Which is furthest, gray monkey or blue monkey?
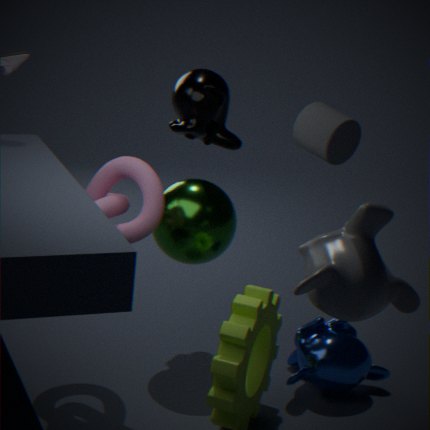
blue monkey
